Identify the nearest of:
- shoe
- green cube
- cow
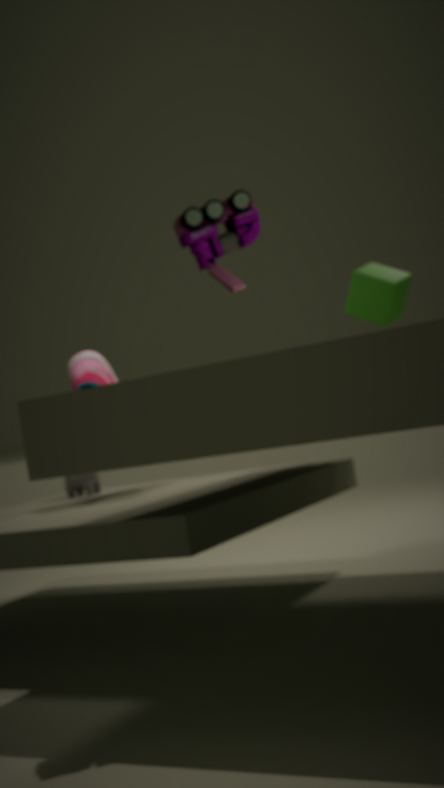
shoe
